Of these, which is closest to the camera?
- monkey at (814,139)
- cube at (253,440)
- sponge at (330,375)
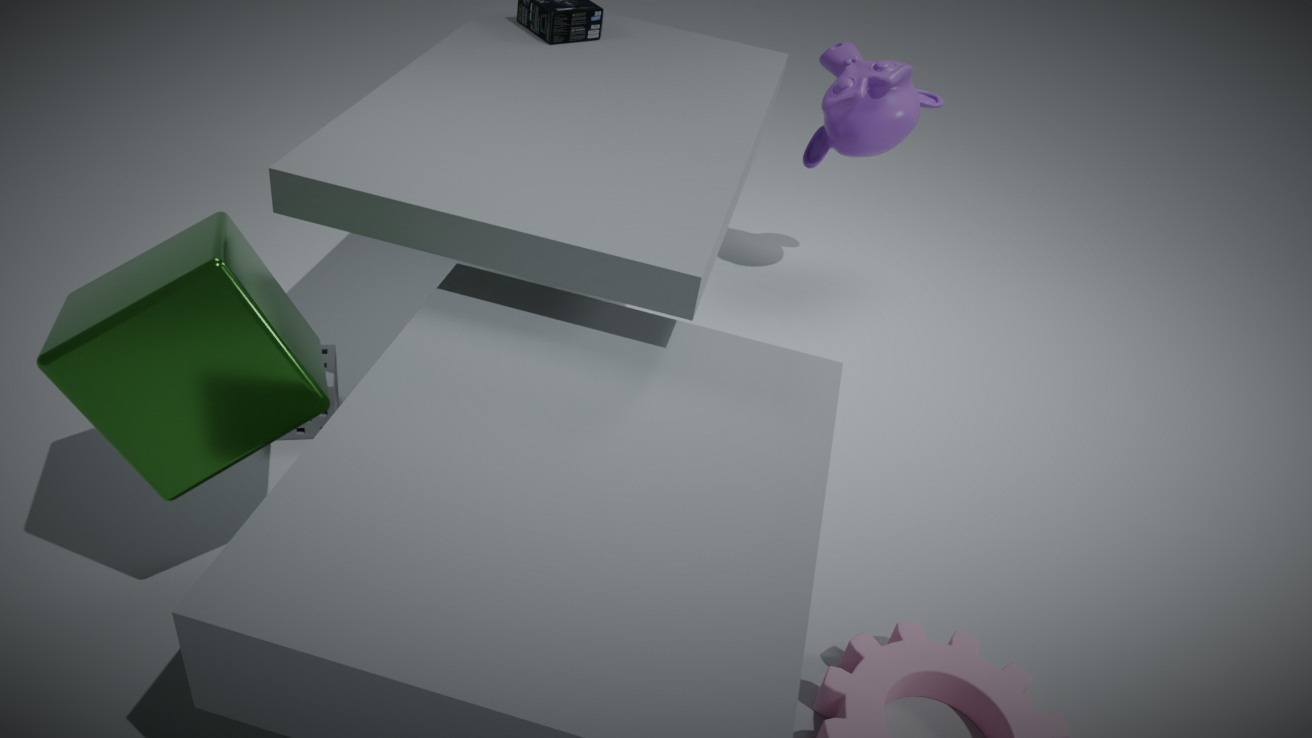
cube at (253,440)
